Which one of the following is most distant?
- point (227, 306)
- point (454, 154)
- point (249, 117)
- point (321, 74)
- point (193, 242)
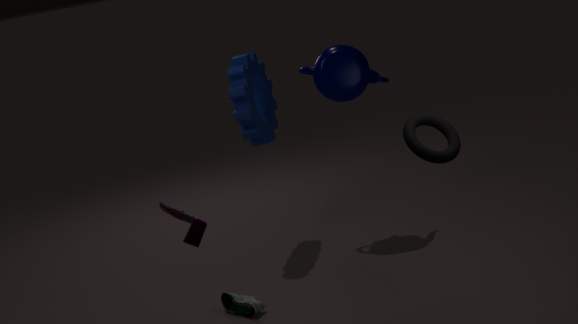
point (321, 74)
